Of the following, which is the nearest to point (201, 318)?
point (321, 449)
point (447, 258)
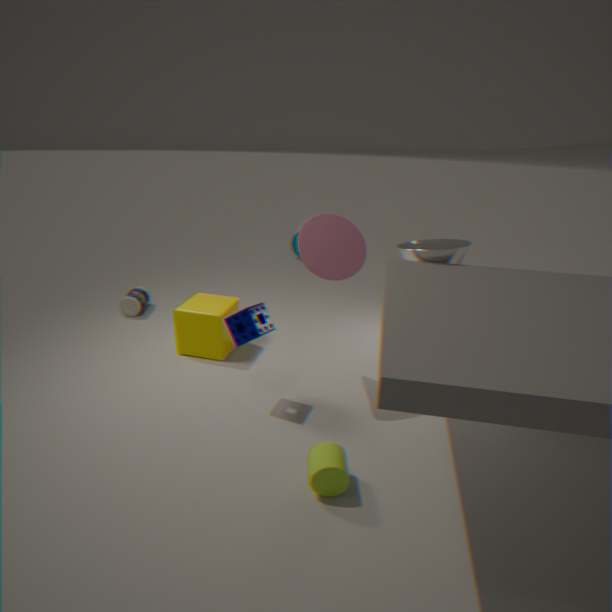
point (321, 449)
